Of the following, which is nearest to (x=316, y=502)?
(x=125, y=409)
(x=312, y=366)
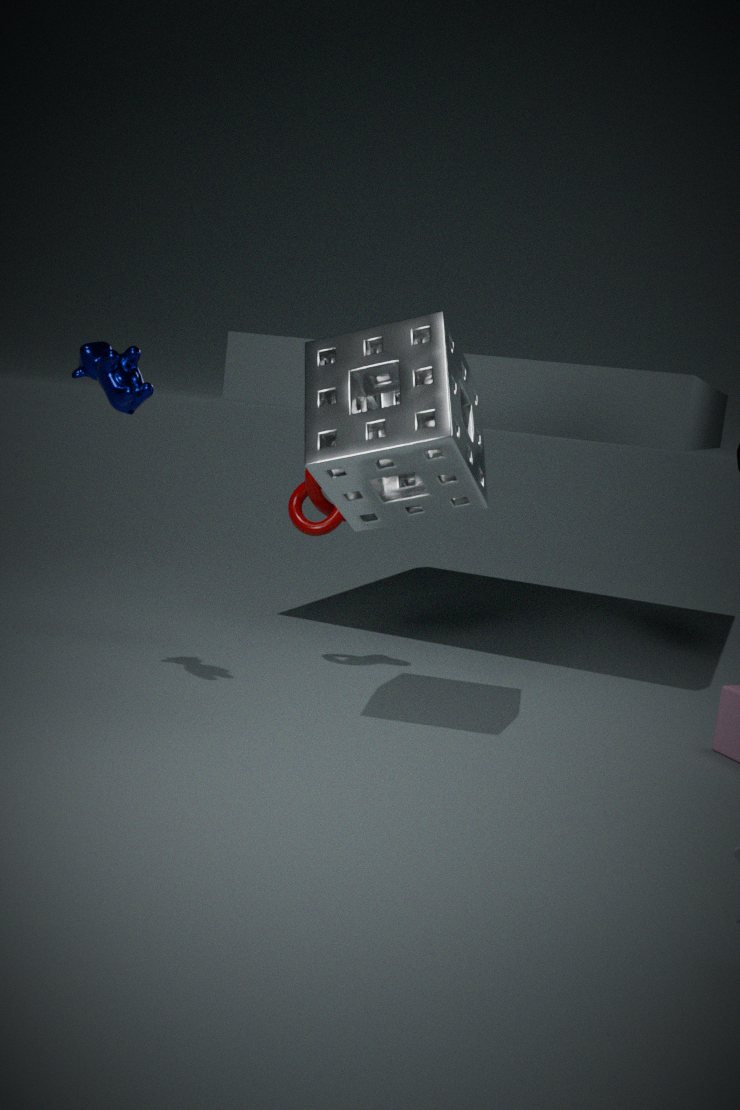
(x=312, y=366)
